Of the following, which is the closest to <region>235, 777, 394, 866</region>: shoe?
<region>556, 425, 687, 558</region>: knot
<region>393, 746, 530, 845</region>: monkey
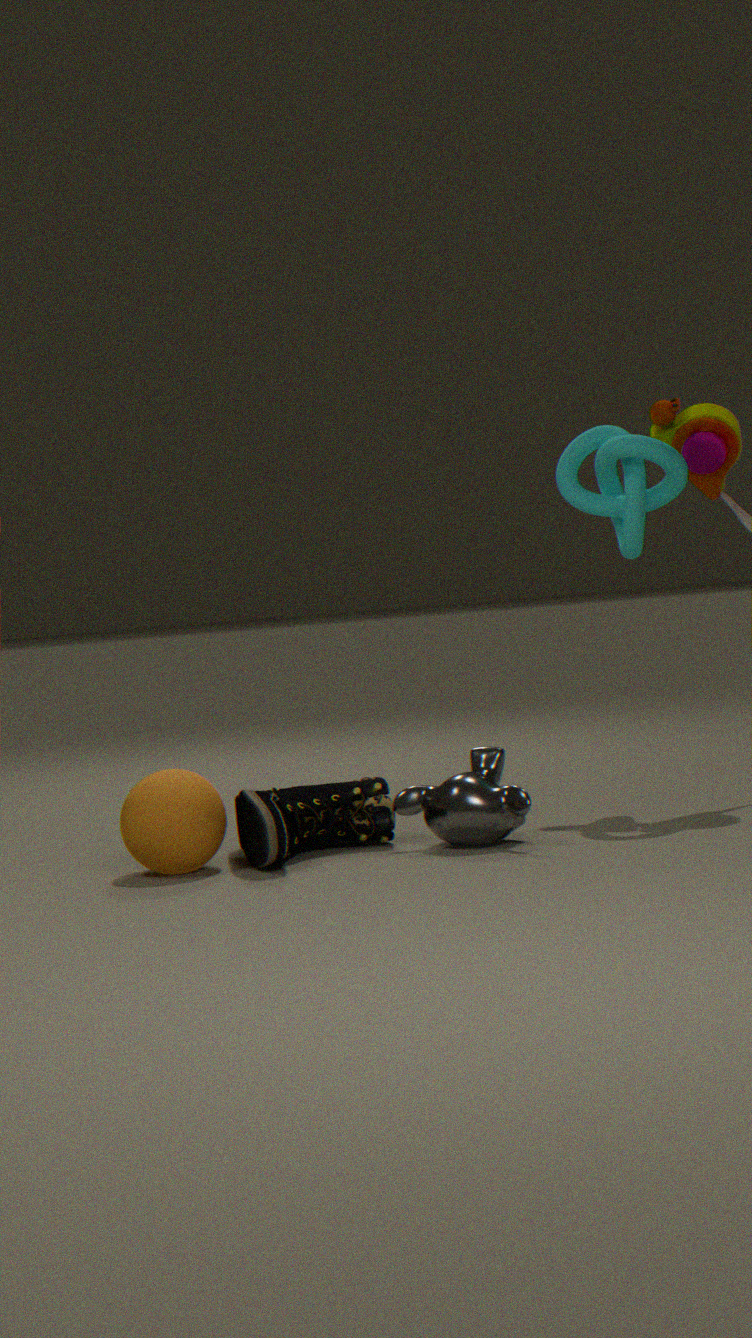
<region>393, 746, 530, 845</region>: monkey
